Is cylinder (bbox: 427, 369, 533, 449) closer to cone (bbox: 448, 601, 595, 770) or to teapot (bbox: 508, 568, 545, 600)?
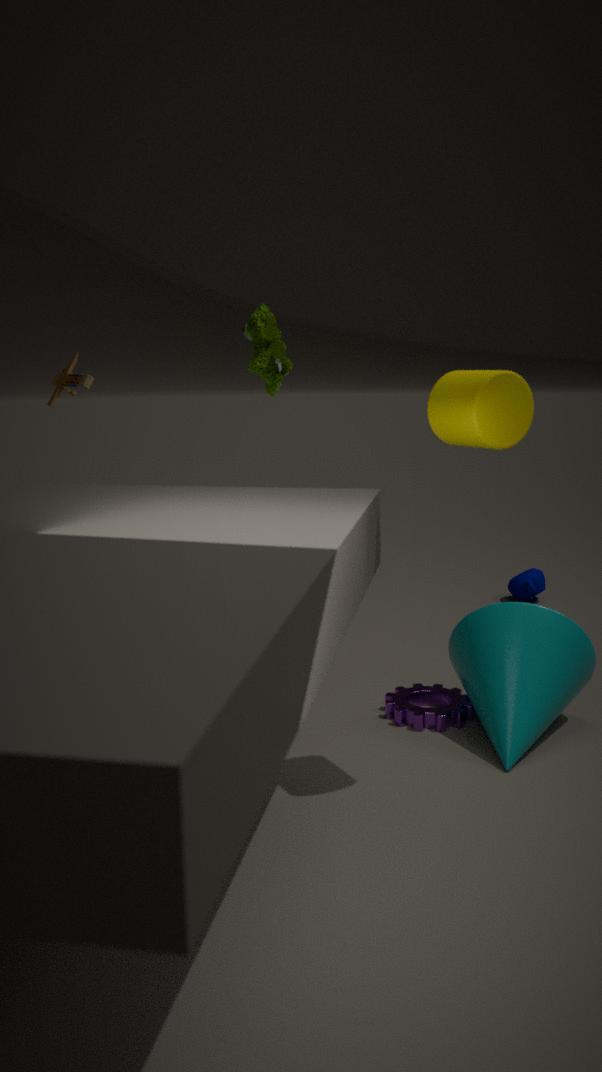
cone (bbox: 448, 601, 595, 770)
